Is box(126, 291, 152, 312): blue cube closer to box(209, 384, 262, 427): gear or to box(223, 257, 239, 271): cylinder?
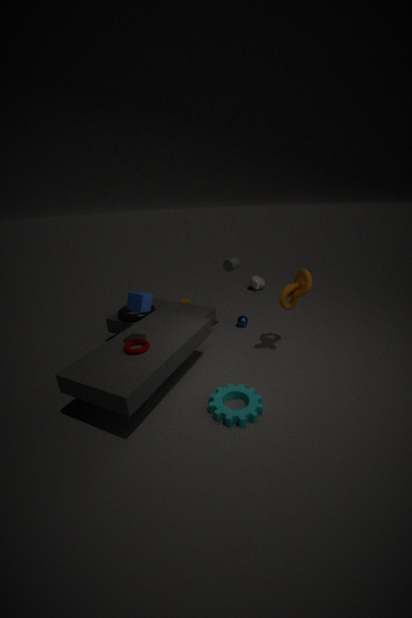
box(209, 384, 262, 427): gear
